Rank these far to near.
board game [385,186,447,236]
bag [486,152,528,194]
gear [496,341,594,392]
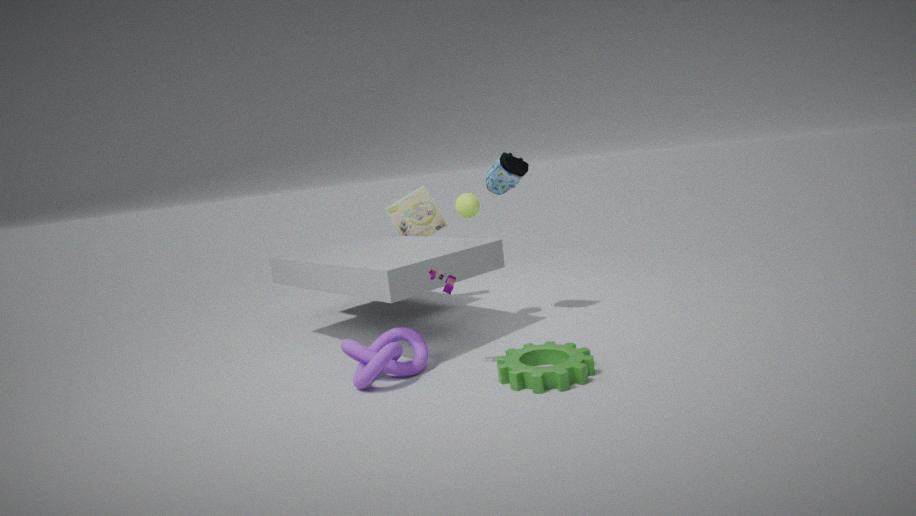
board game [385,186,447,236] → bag [486,152,528,194] → gear [496,341,594,392]
